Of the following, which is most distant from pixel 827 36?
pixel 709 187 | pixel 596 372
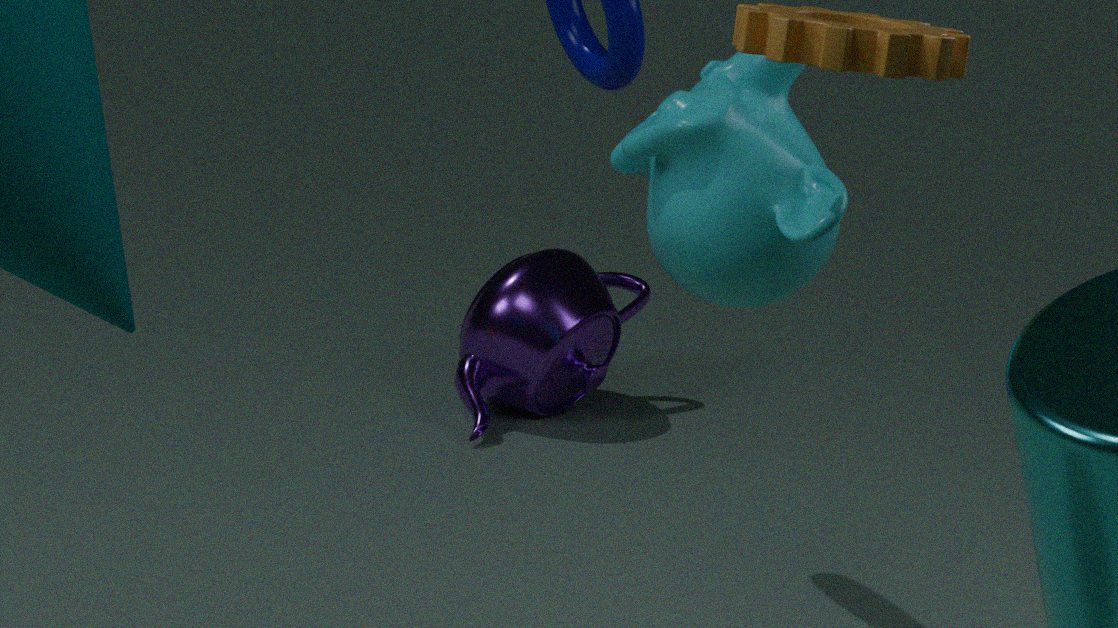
pixel 596 372
